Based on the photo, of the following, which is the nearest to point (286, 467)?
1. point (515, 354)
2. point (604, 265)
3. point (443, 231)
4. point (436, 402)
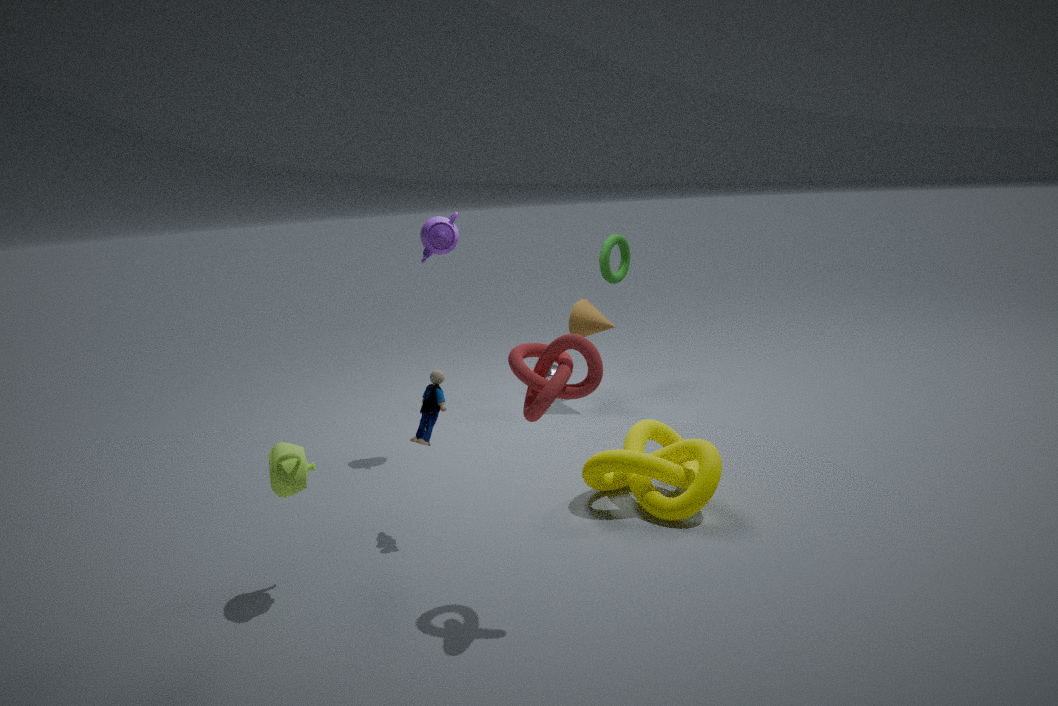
point (436, 402)
